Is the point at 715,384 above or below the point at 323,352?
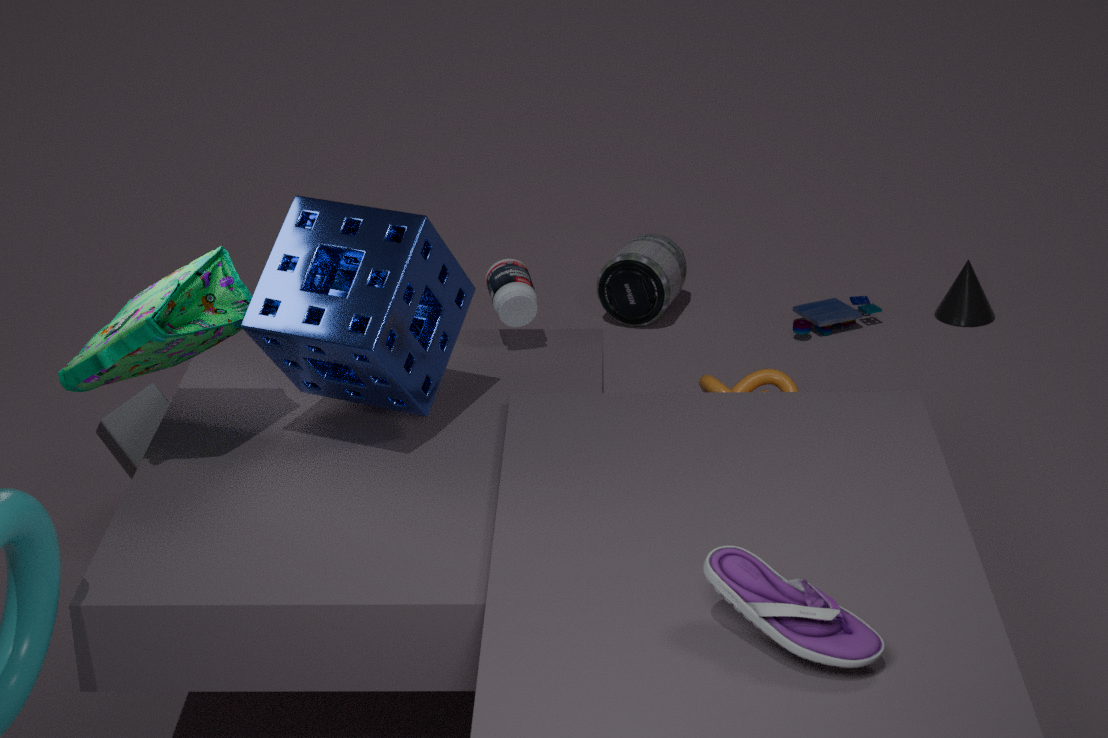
below
